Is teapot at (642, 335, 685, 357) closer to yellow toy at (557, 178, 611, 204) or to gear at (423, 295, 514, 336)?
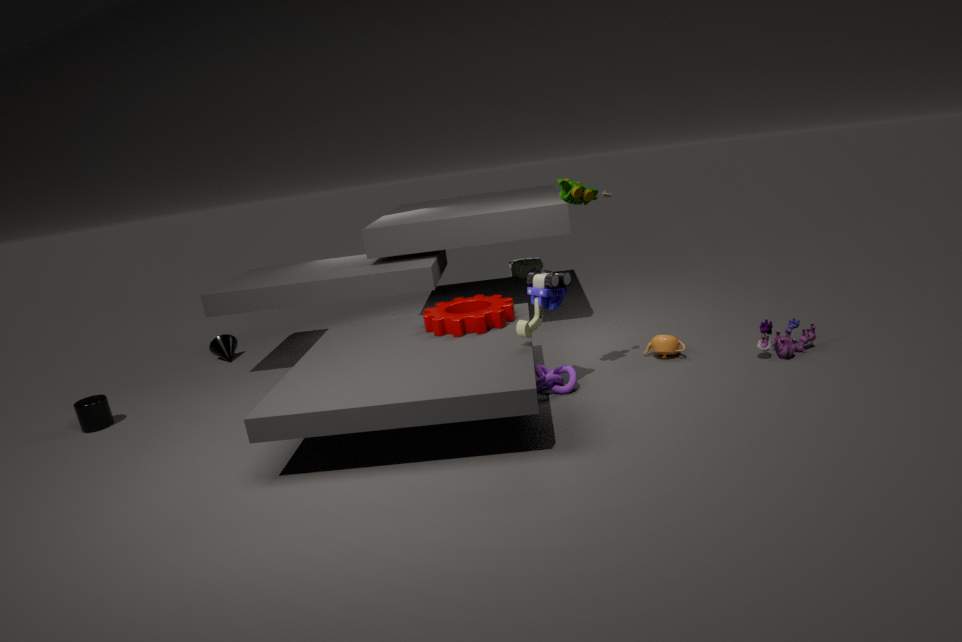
gear at (423, 295, 514, 336)
